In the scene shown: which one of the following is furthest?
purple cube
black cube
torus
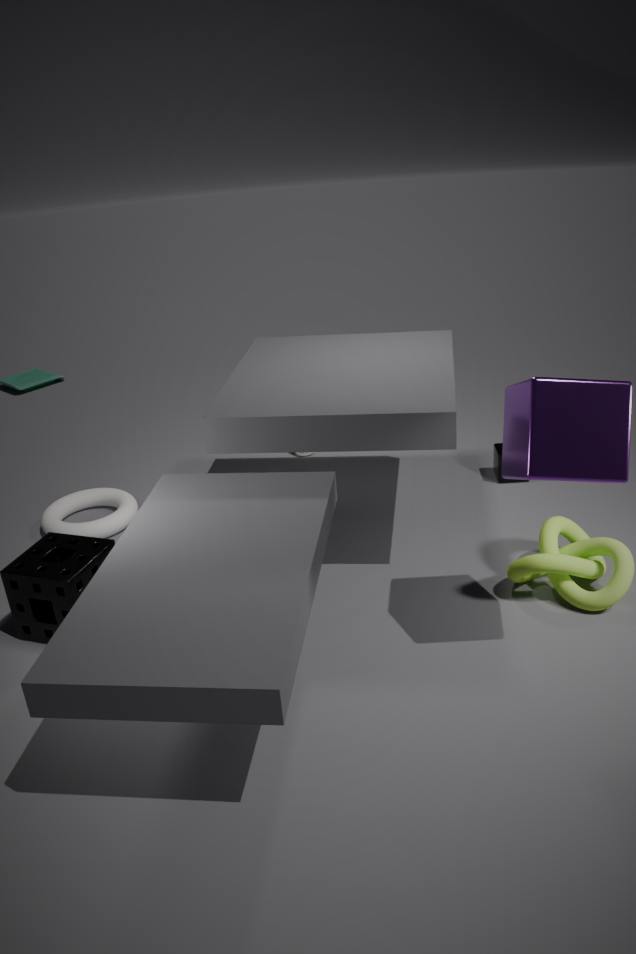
black cube
